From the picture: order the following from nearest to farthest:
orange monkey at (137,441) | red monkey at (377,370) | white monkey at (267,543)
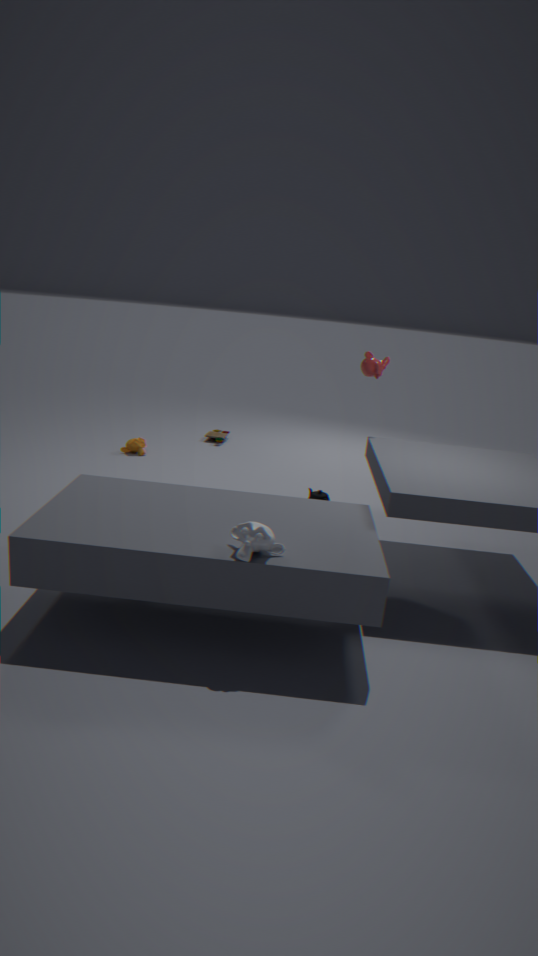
1. white monkey at (267,543)
2. red monkey at (377,370)
3. orange monkey at (137,441)
